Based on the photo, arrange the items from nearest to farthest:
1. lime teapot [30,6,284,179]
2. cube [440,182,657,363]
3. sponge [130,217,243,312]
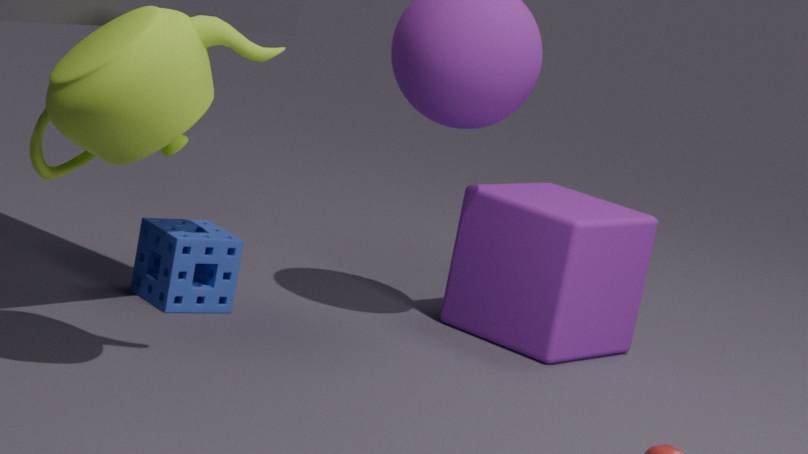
lime teapot [30,6,284,179], sponge [130,217,243,312], cube [440,182,657,363]
